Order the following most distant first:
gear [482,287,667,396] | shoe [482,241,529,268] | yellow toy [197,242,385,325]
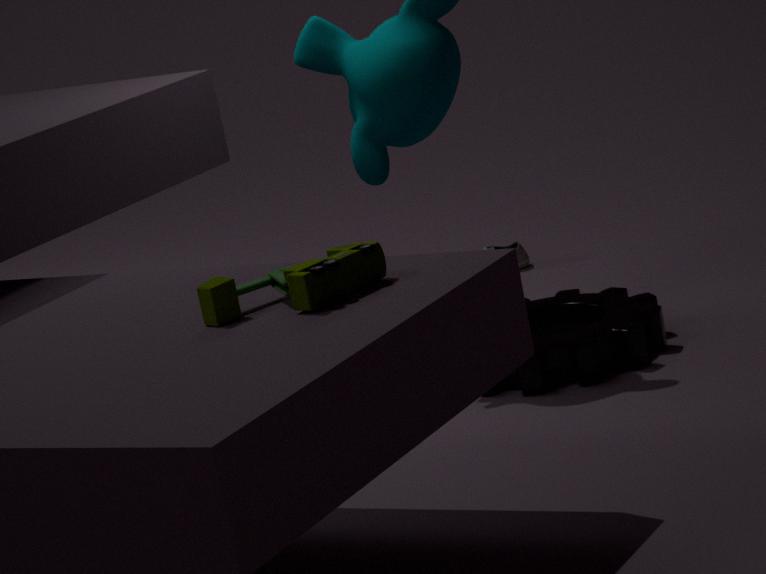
shoe [482,241,529,268]
gear [482,287,667,396]
yellow toy [197,242,385,325]
